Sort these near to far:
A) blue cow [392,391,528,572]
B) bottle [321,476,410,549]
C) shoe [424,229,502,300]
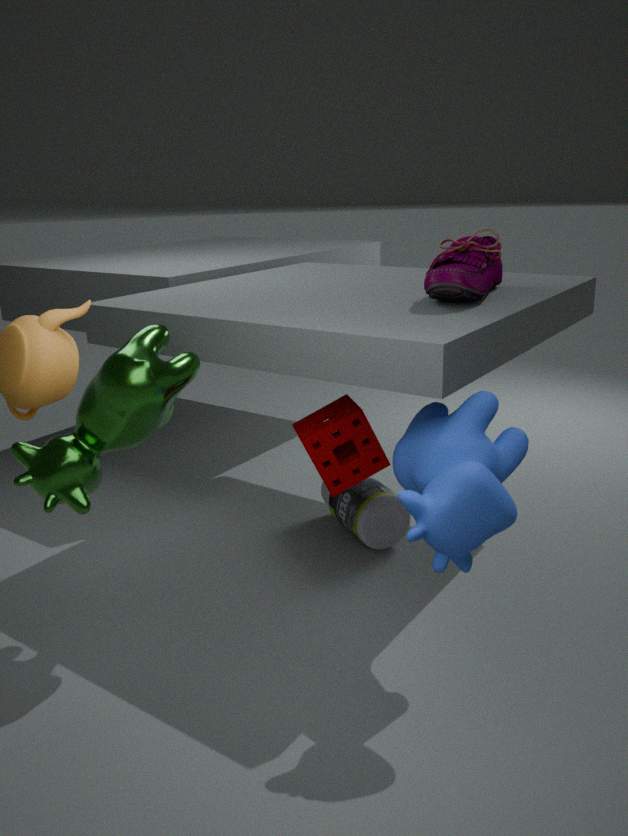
blue cow [392,391,528,572], shoe [424,229,502,300], bottle [321,476,410,549]
